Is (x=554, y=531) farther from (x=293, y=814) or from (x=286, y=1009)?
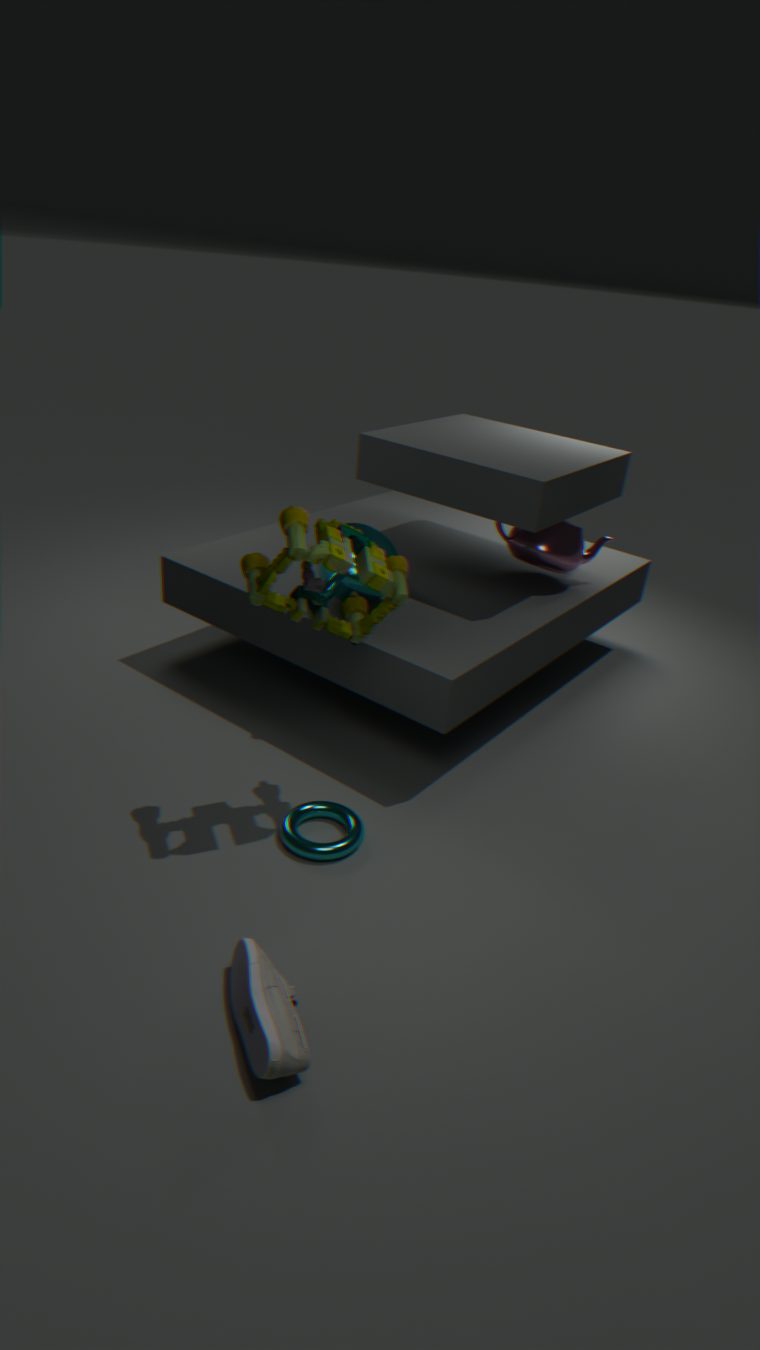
(x=286, y=1009)
